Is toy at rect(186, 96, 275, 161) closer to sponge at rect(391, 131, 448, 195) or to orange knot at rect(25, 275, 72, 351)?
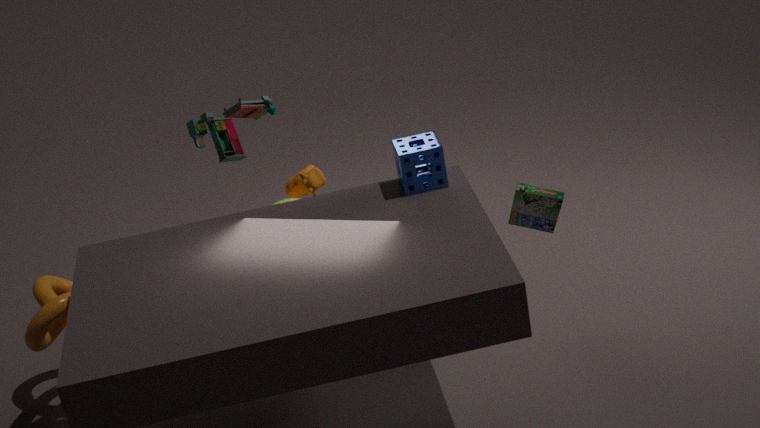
orange knot at rect(25, 275, 72, 351)
